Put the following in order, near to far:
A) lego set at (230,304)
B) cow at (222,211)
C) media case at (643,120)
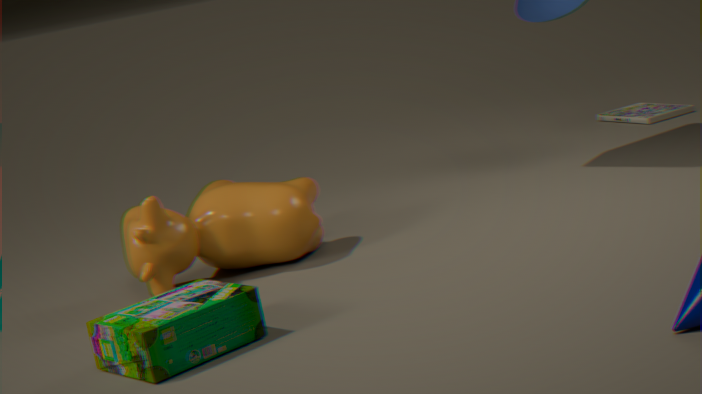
lego set at (230,304)
cow at (222,211)
media case at (643,120)
